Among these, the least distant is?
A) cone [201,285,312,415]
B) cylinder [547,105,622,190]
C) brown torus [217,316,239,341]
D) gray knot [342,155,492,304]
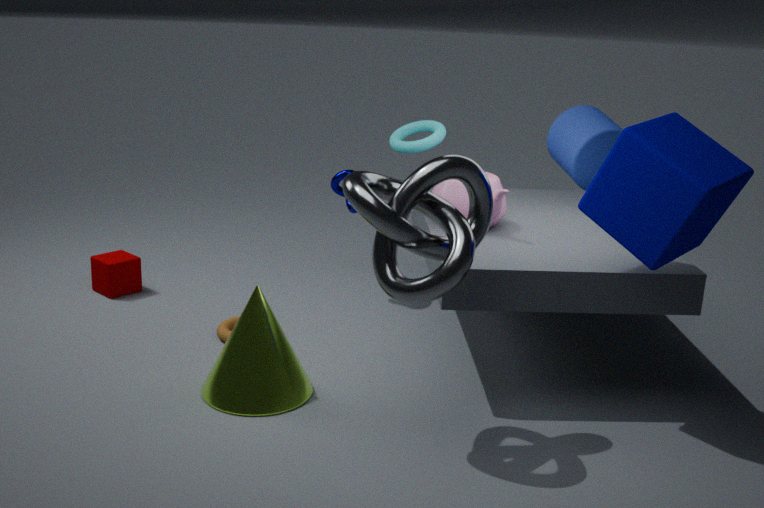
gray knot [342,155,492,304]
